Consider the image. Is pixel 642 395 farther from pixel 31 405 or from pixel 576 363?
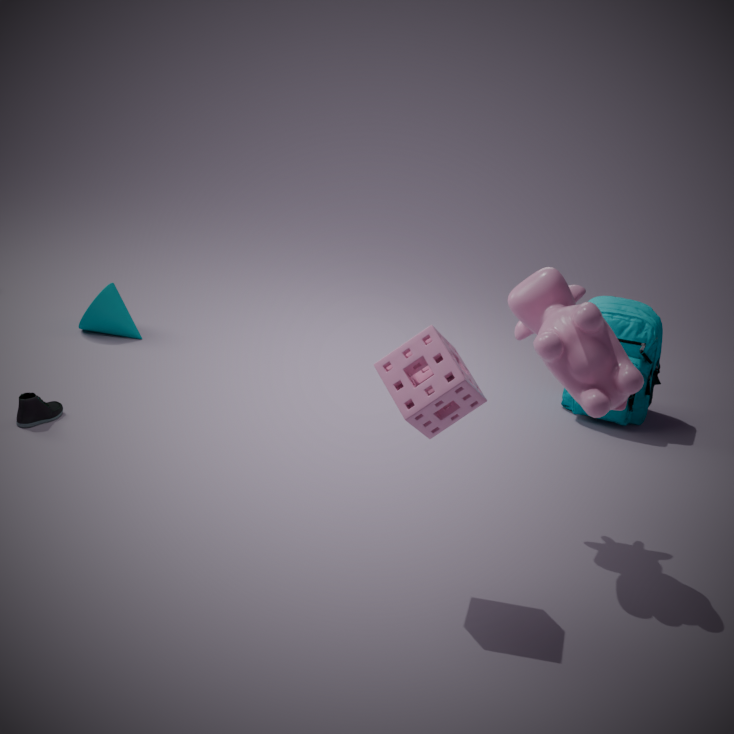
pixel 31 405
